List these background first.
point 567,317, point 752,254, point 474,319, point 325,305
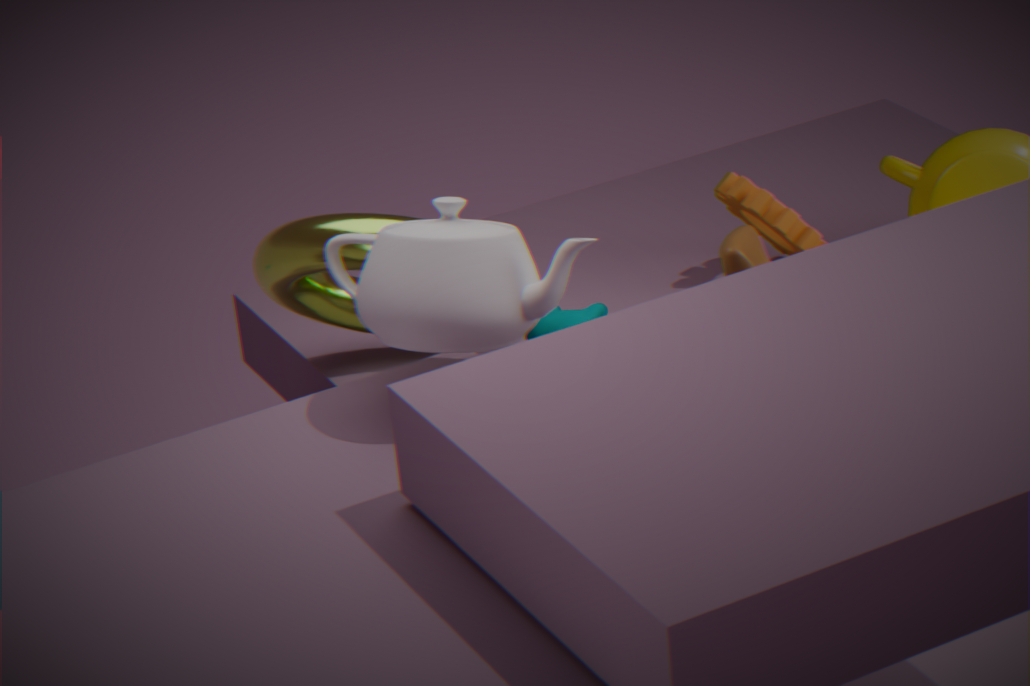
point 567,317, point 325,305, point 752,254, point 474,319
